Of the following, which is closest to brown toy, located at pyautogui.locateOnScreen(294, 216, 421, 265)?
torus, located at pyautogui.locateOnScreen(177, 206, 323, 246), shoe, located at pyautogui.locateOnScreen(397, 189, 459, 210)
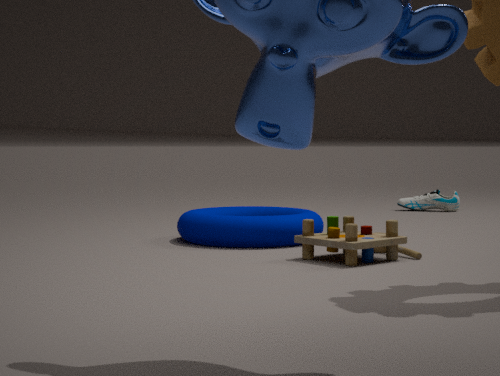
torus, located at pyautogui.locateOnScreen(177, 206, 323, 246)
